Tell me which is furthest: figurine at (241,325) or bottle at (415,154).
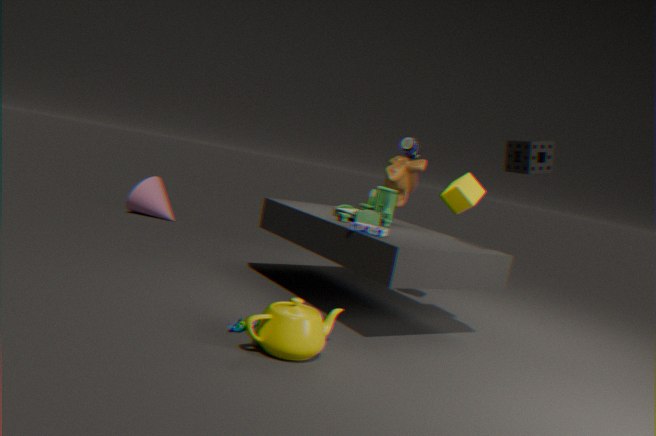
bottle at (415,154)
